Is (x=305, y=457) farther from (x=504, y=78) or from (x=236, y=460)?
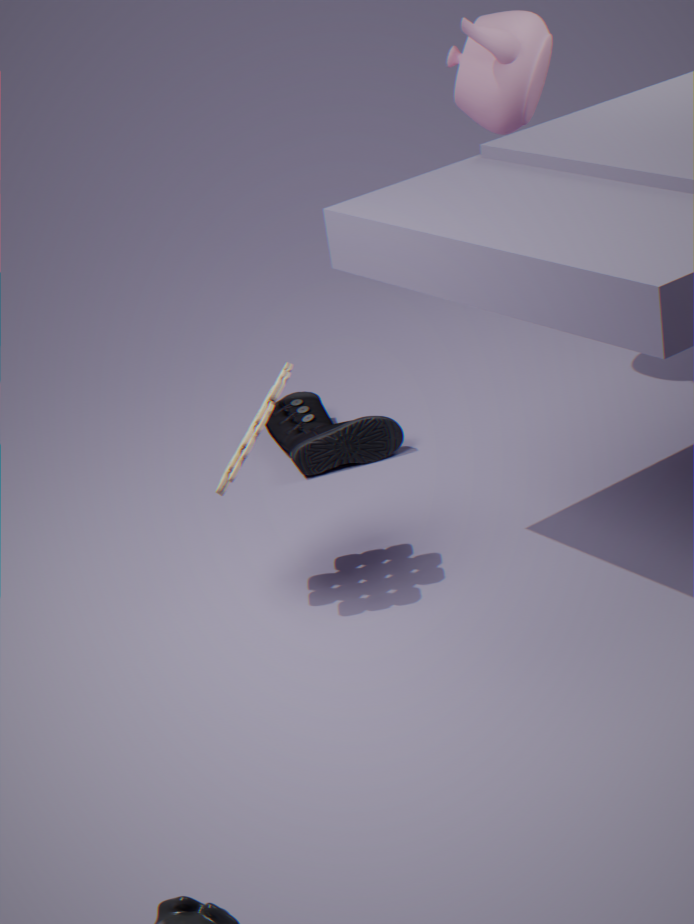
(x=504, y=78)
